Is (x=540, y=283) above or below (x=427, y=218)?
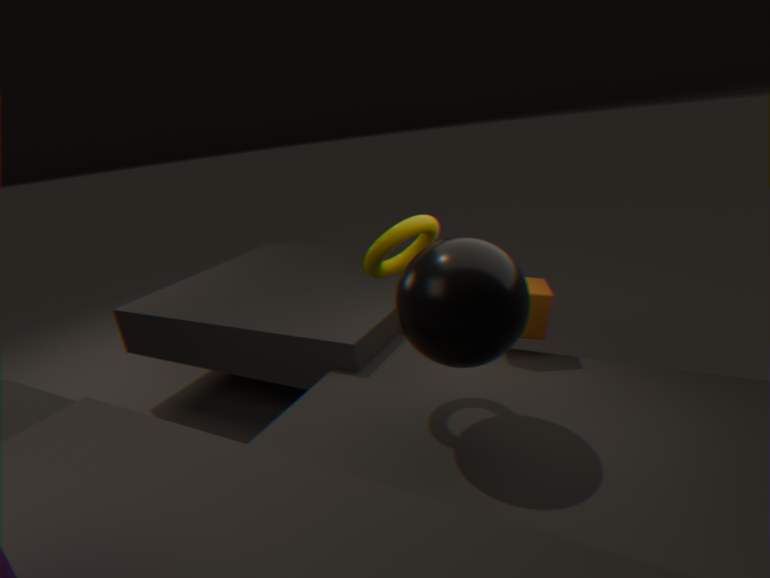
below
